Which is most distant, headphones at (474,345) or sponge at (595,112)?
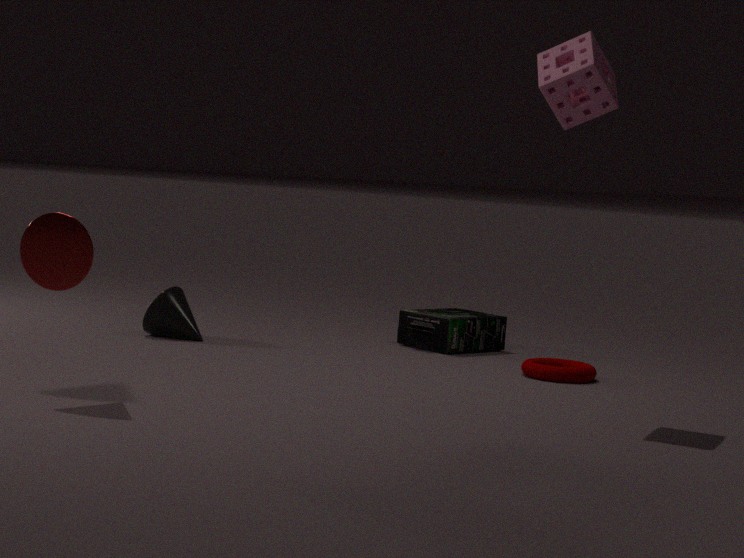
headphones at (474,345)
